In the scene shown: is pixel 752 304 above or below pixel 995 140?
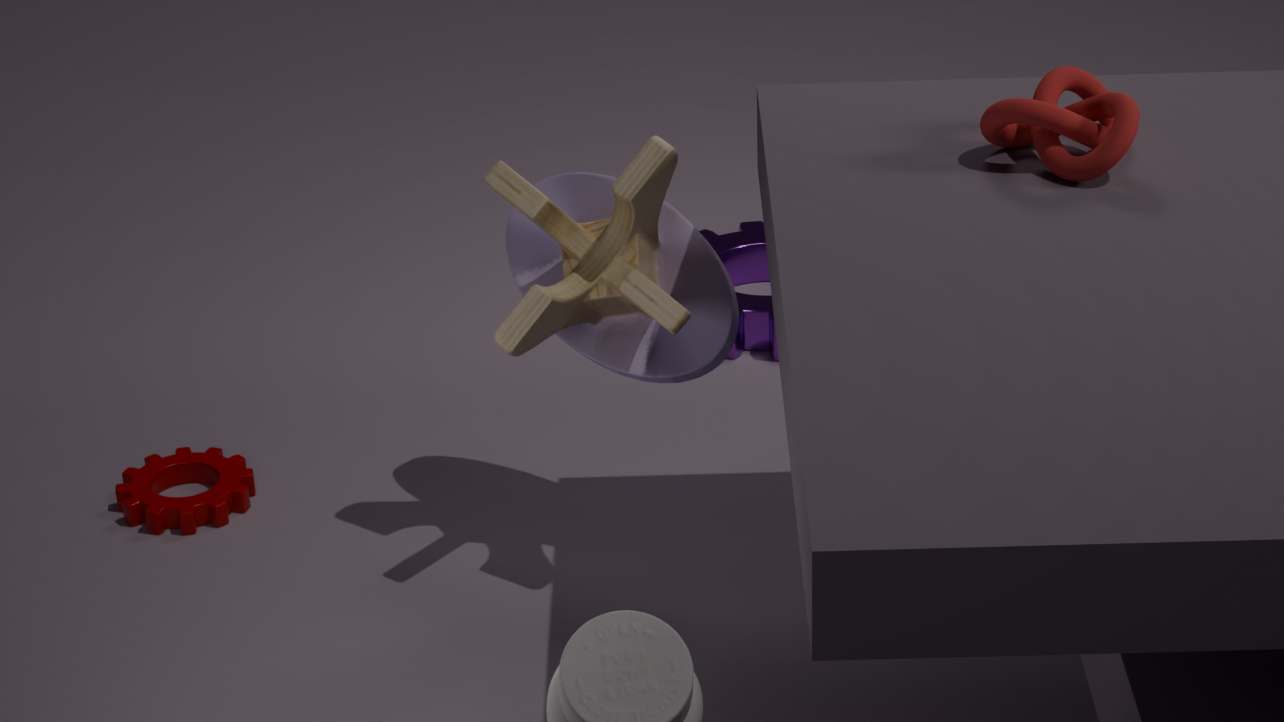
below
